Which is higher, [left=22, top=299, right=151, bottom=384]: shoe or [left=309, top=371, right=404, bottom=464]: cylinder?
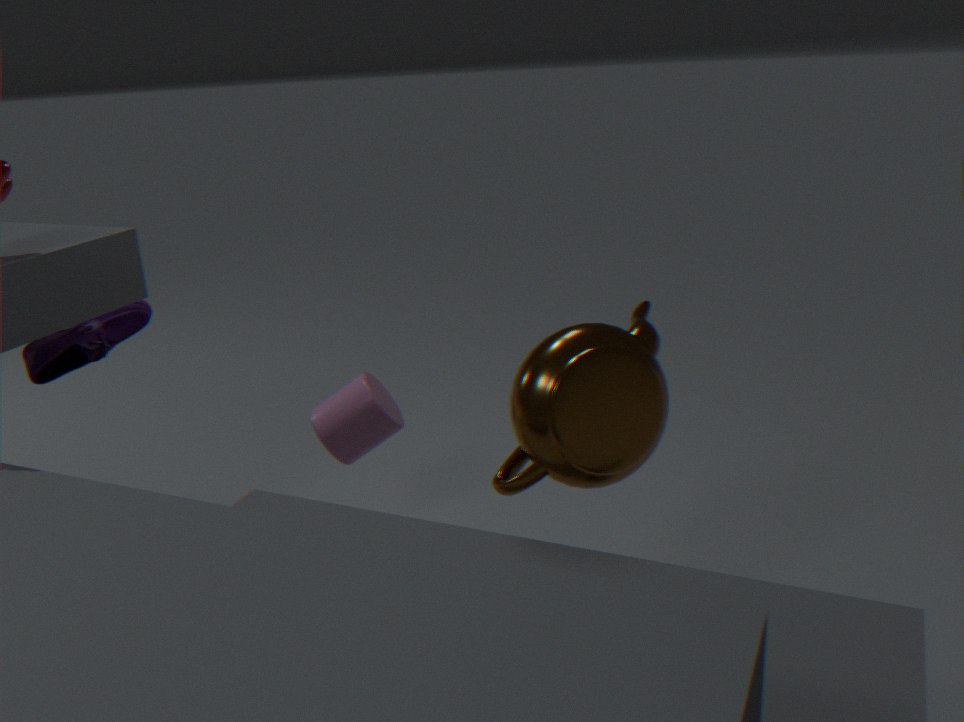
[left=22, top=299, right=151, bottom=384]: shoe
